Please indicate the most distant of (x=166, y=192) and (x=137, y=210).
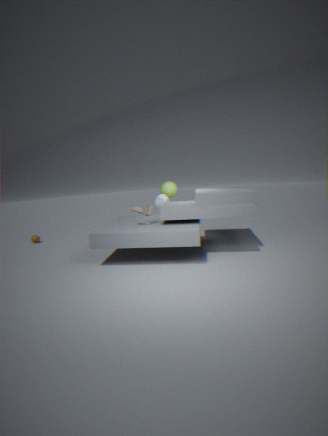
(x=166, y=192)
